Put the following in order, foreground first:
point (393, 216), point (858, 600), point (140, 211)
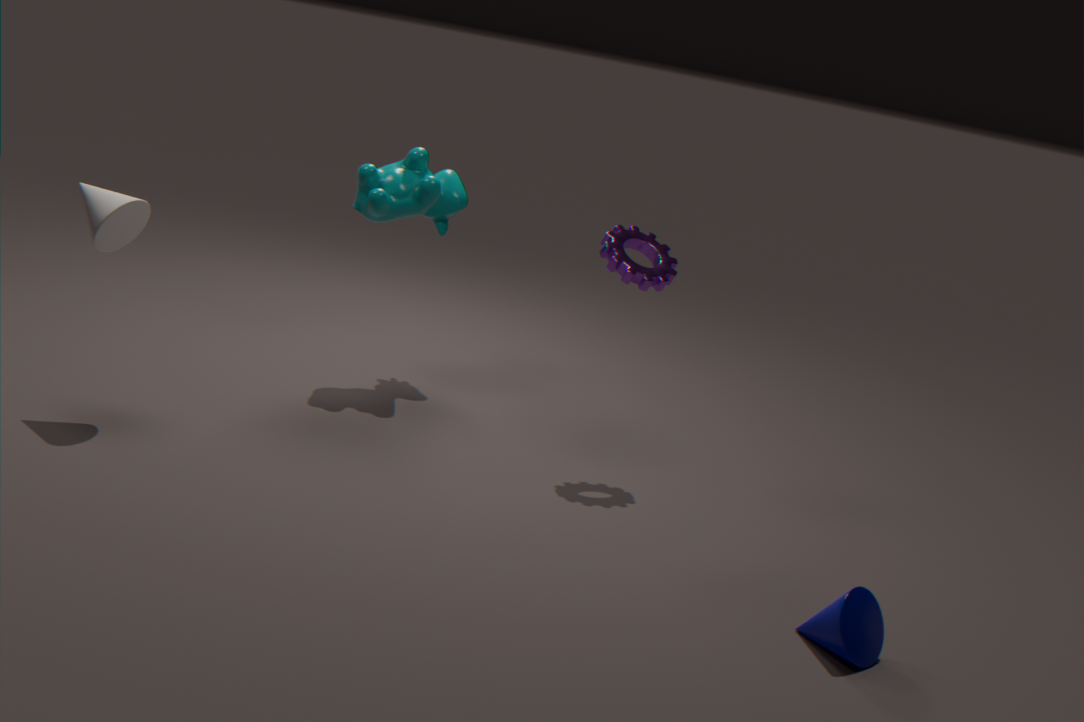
point (858, 600), point (140, 211), point (393, 216)
